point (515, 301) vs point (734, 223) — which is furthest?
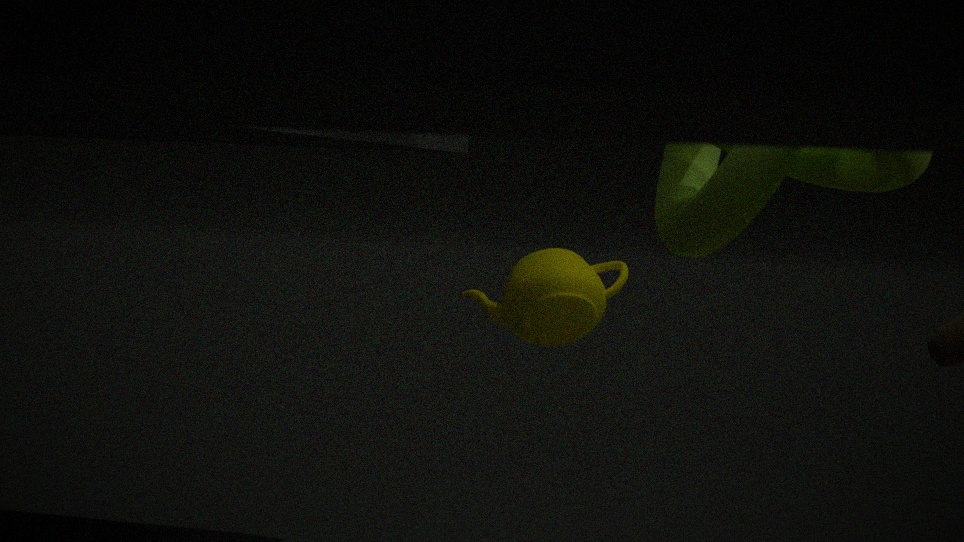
point (515, 301)
